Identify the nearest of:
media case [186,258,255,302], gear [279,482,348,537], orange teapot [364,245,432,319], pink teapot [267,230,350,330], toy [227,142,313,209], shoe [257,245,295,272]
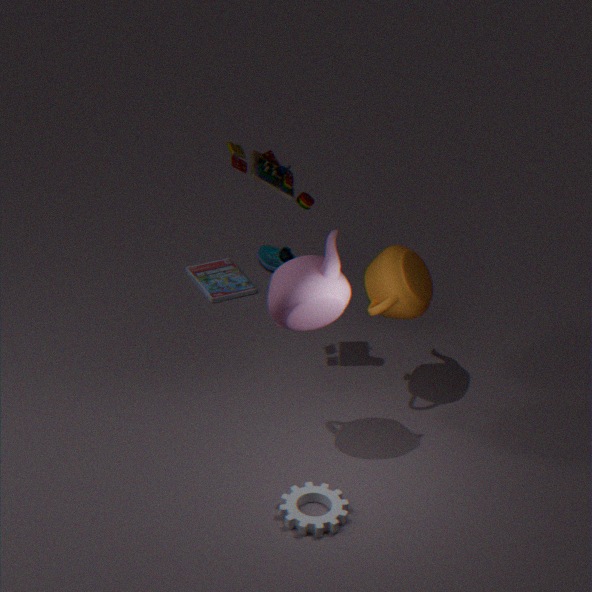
pink teapot [267,230,350,330]
